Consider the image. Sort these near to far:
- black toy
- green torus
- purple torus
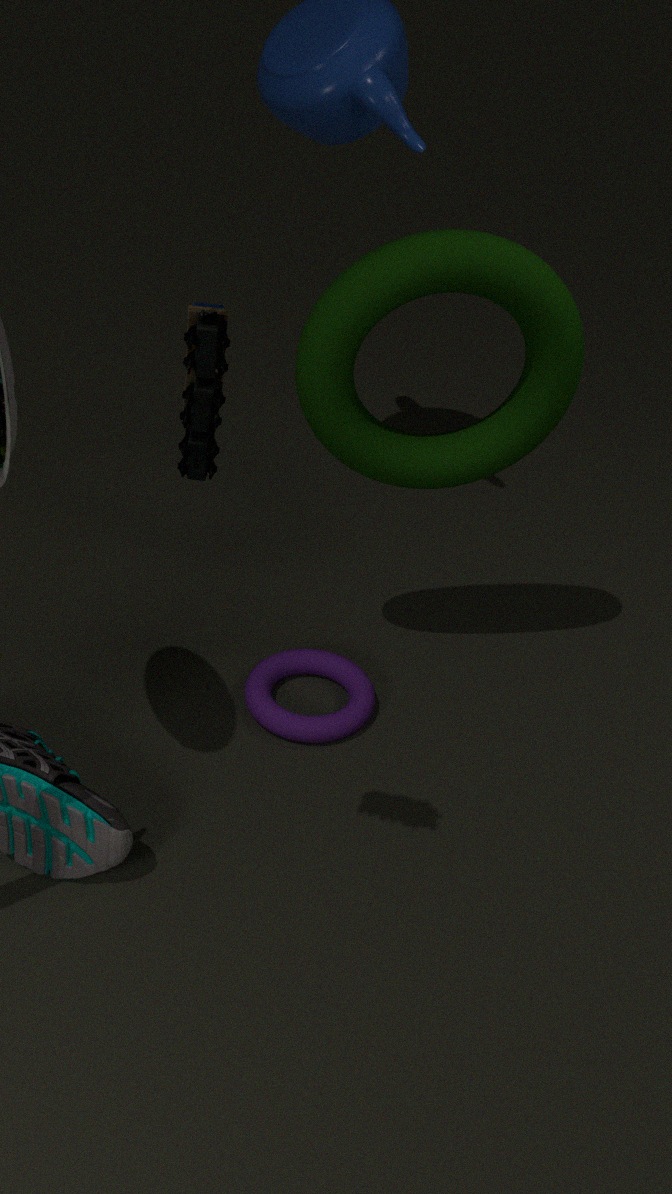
black toy → green torus → purple torus
